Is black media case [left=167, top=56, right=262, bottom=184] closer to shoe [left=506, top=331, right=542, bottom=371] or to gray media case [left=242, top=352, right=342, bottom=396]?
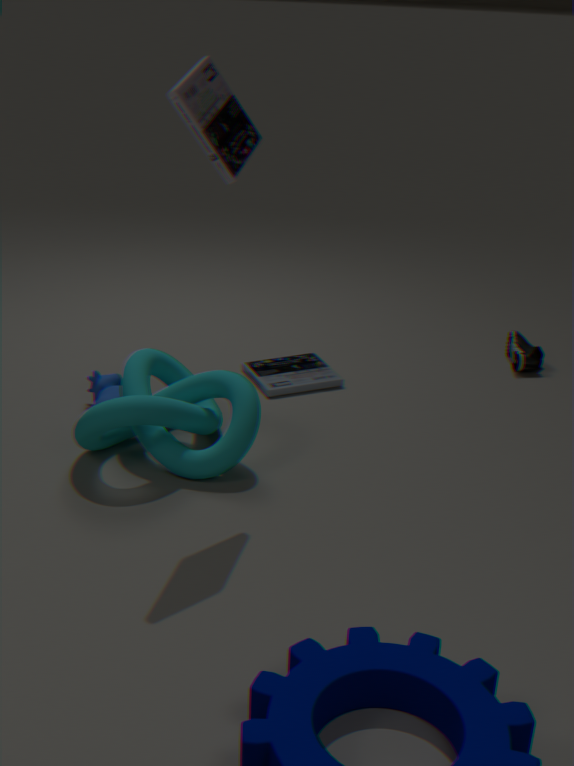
gray media case [left=242, top=352, right=342, bottom=396]
